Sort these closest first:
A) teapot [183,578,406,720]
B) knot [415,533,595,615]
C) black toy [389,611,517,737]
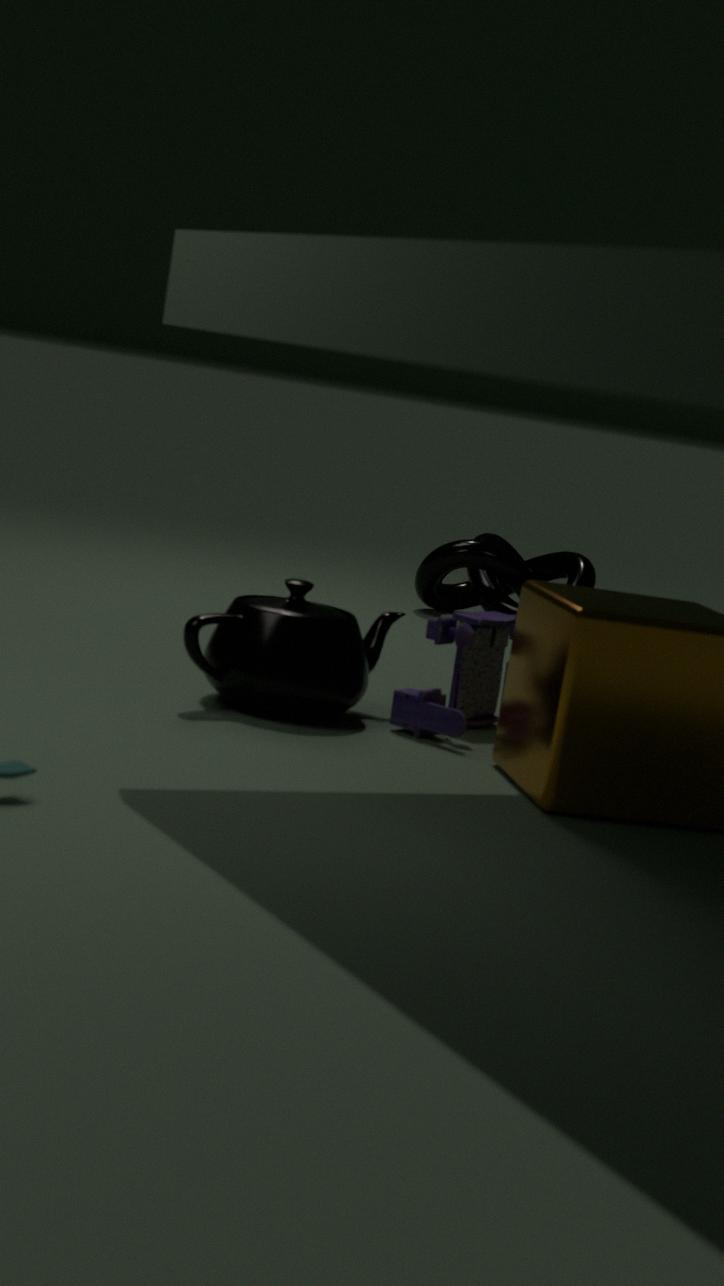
teapot [183,578,406,720], black toy [389,611,517,737], knot [415,533,595,615]
